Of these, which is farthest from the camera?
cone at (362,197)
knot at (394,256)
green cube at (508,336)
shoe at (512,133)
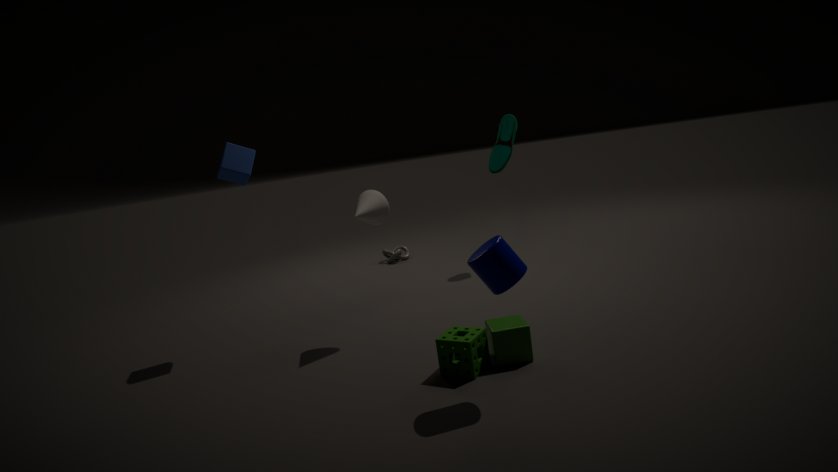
knot at (394,256)
